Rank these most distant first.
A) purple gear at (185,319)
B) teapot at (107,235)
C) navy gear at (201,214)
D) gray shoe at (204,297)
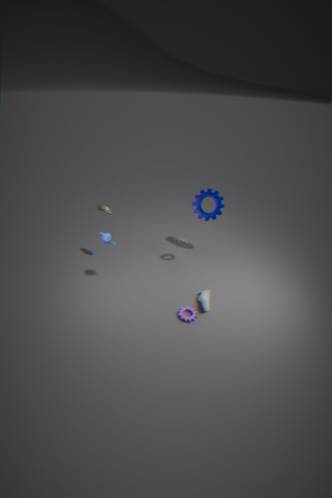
1. navy gear at (201,214)
2. teapot at (107,235)
3. gray shoe at (204,297)
4. purple gear at (185,319)
